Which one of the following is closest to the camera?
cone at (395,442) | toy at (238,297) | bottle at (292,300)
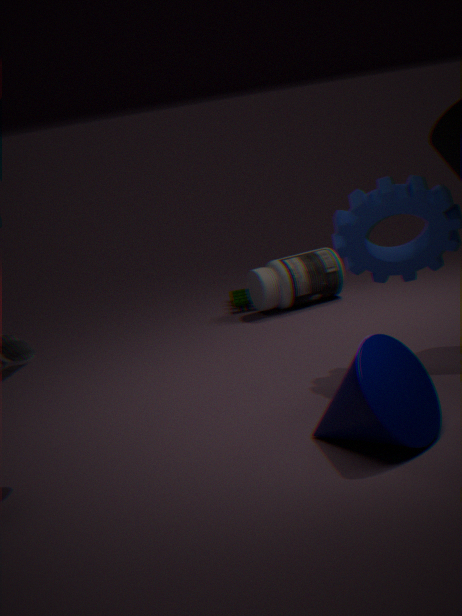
cone at (395,442)
